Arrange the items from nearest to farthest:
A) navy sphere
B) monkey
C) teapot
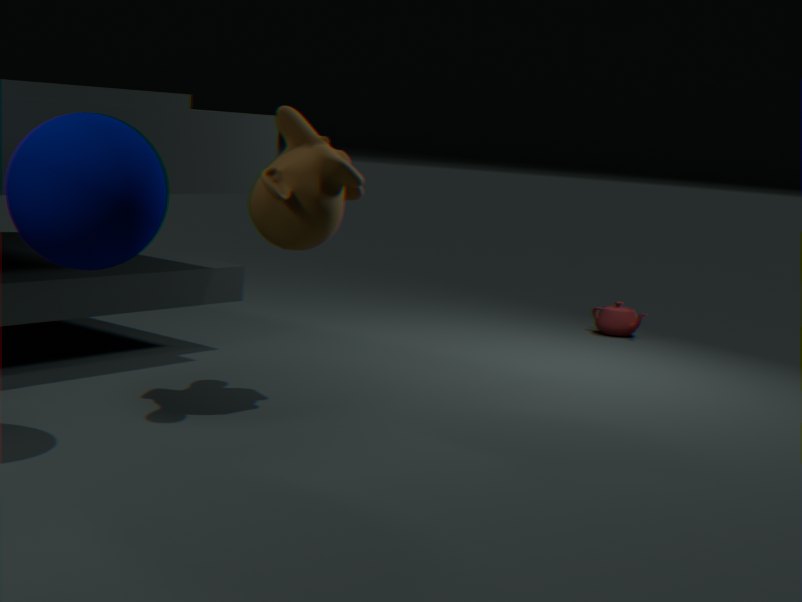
navy sphere
monkey
teapot
